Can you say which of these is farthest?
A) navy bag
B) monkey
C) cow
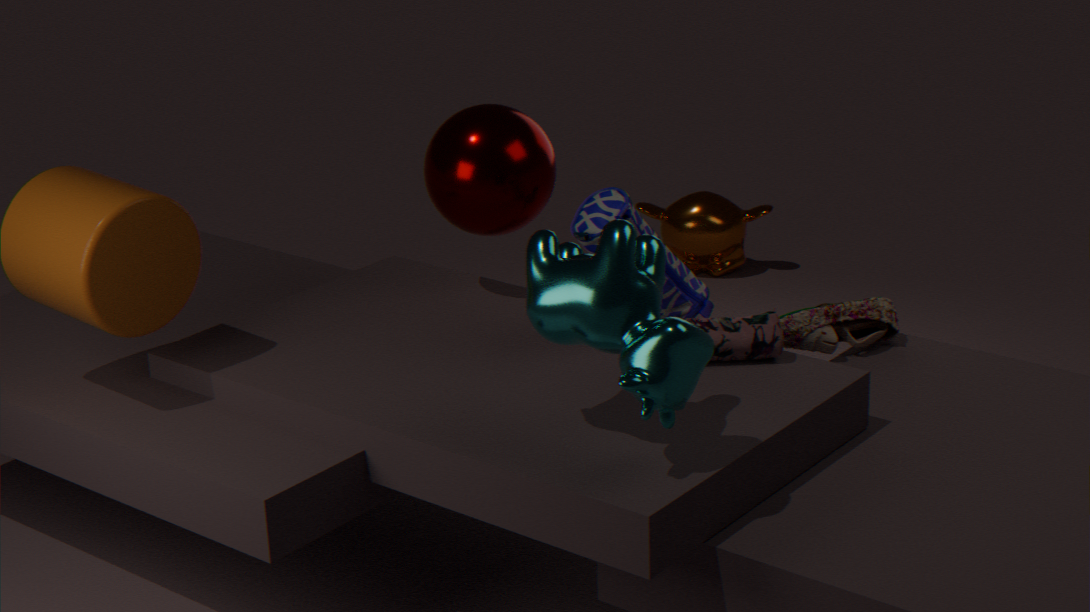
monkey
